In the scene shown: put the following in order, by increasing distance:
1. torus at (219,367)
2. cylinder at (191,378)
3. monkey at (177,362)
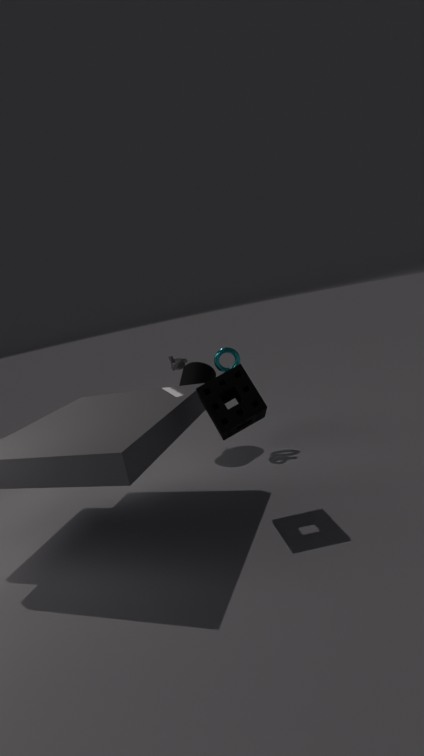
cylinder at (191,378)
torus at (219,367)
monkey at (177,362)
